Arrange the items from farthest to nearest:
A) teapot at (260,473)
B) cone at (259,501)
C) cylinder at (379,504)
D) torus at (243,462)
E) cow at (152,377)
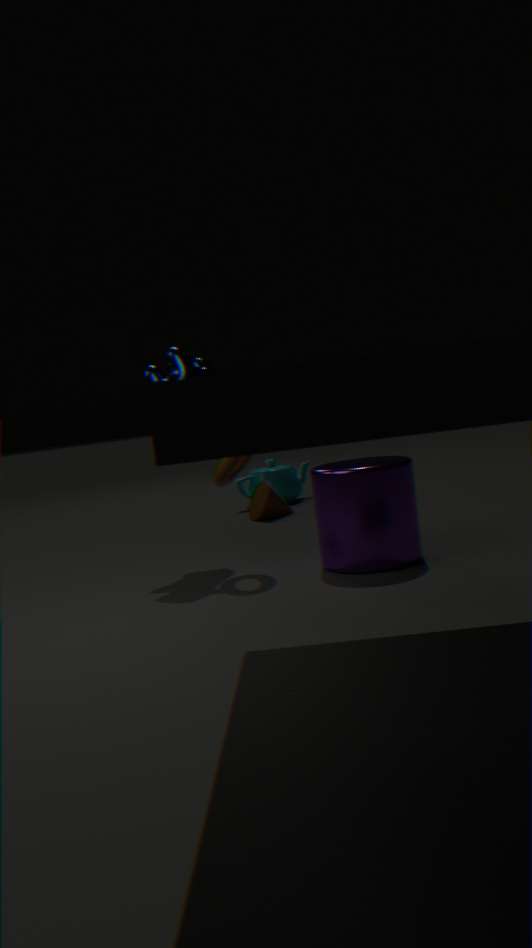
teapot at (260,473) < cone at (259,501) < cow at (152,377) < torus at (243,462) < cylinder at (379,504)
